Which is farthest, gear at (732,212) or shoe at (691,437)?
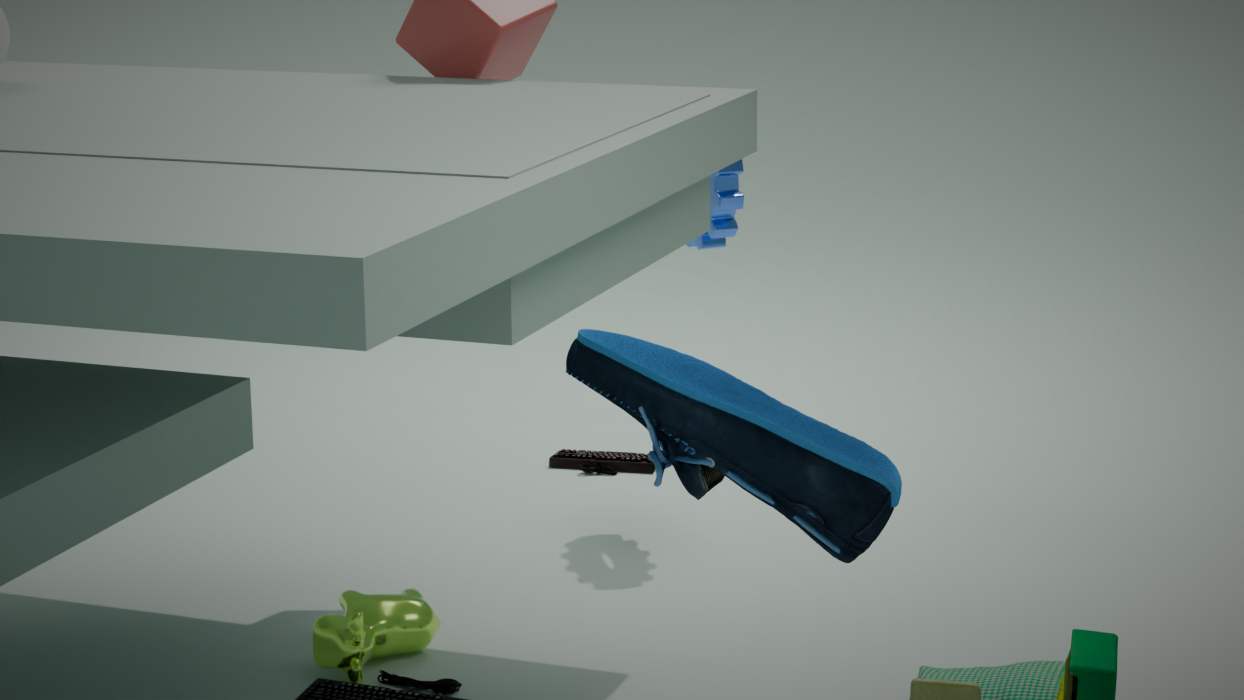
gear at (732,212)
